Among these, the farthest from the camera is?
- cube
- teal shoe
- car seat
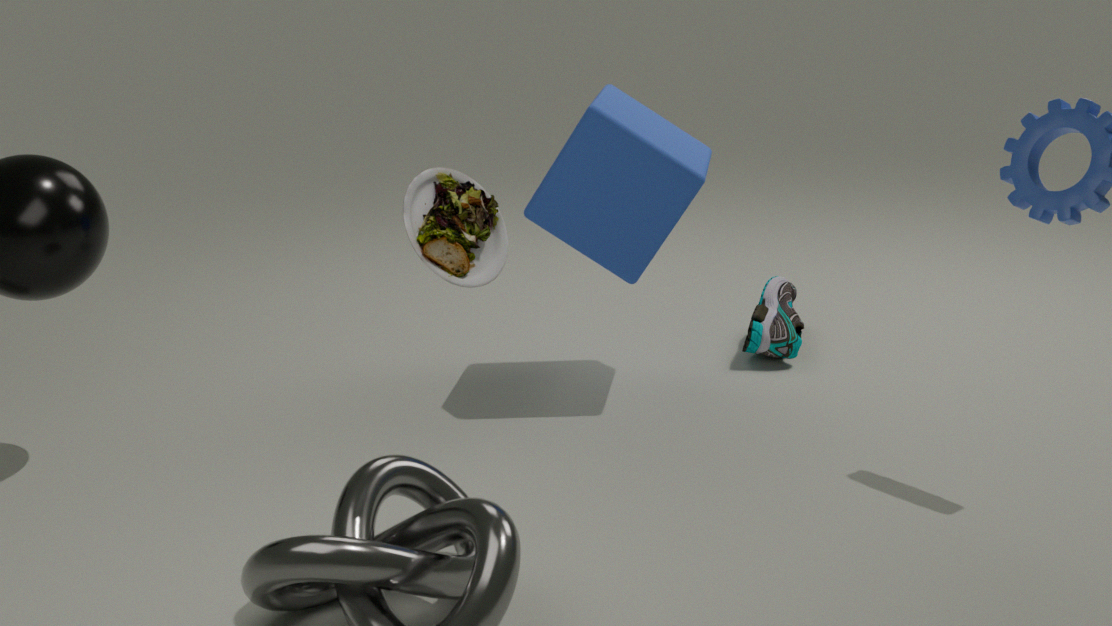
teal shoe
